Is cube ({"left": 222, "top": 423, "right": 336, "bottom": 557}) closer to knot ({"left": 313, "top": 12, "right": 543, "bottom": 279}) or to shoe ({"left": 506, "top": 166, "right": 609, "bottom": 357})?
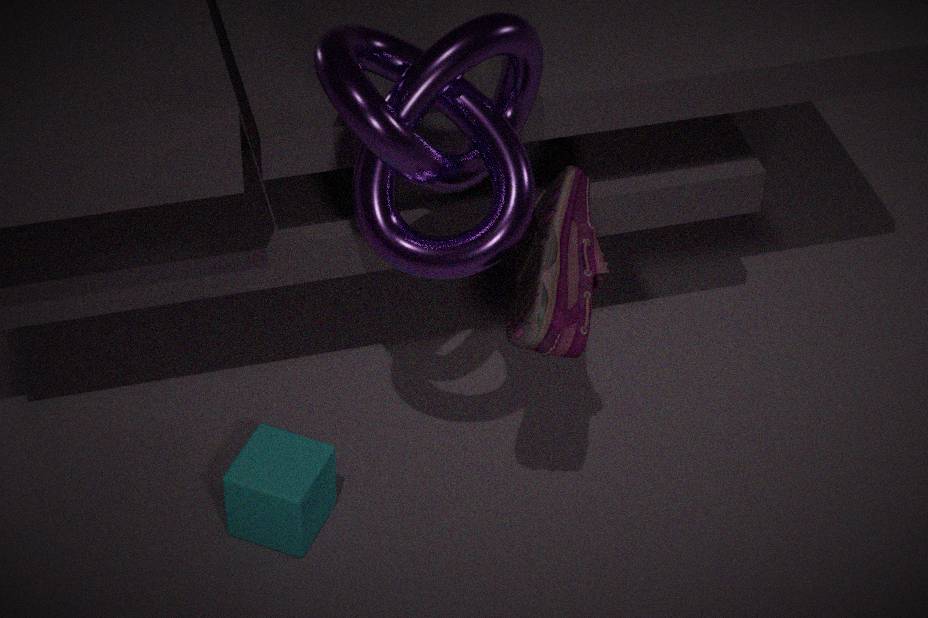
knot ({"left": 313, "top": 12, "right": 543, "bottom": 279})
